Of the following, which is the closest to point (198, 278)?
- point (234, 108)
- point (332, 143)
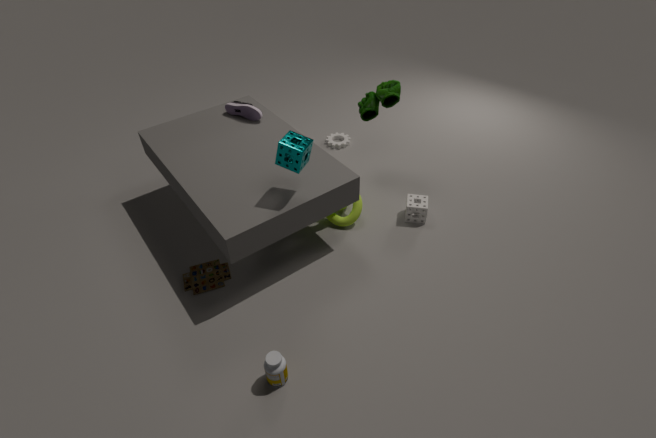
point (234, 108)
